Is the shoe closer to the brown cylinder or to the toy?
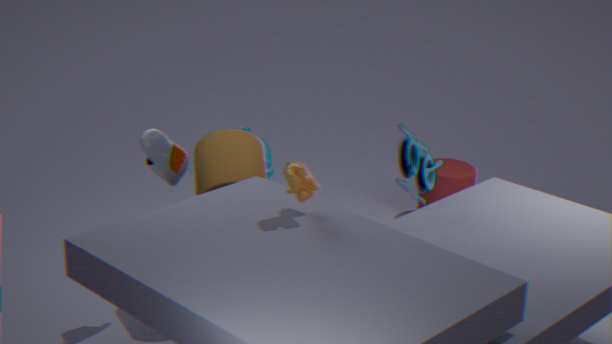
the brown cylinder
